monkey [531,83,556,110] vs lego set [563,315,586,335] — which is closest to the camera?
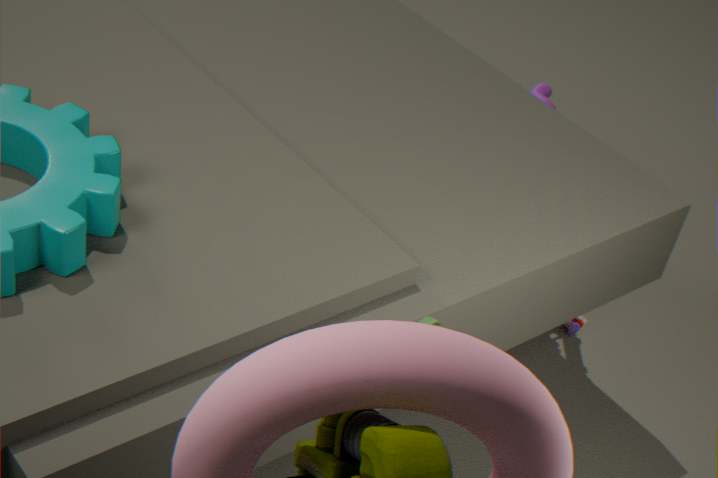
lego set [563,315,586,335]
